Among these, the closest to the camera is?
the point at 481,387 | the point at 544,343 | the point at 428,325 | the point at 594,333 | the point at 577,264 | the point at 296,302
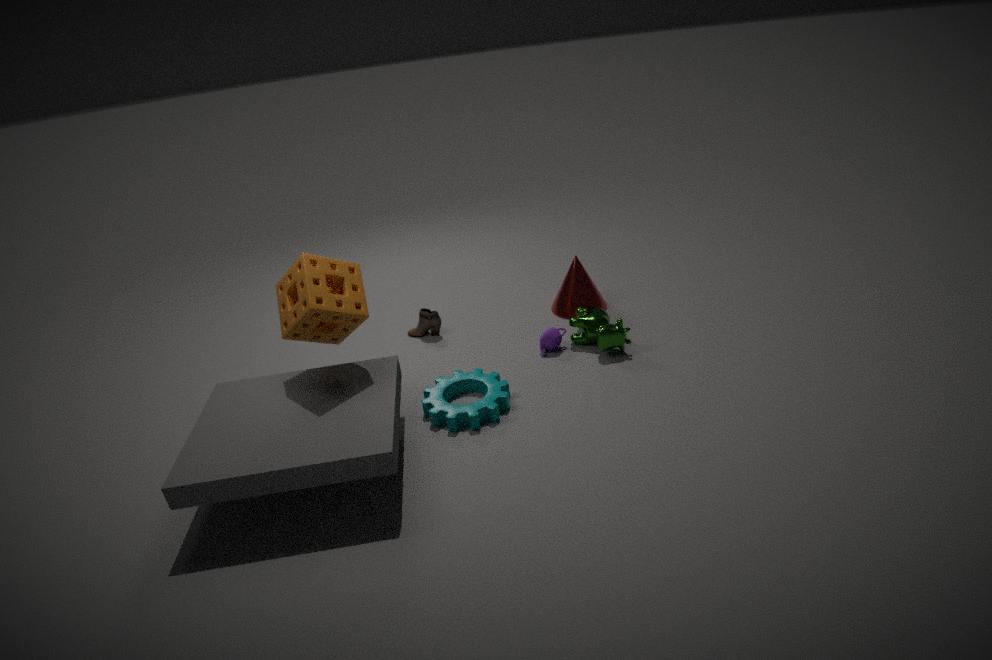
the point at 296,302
